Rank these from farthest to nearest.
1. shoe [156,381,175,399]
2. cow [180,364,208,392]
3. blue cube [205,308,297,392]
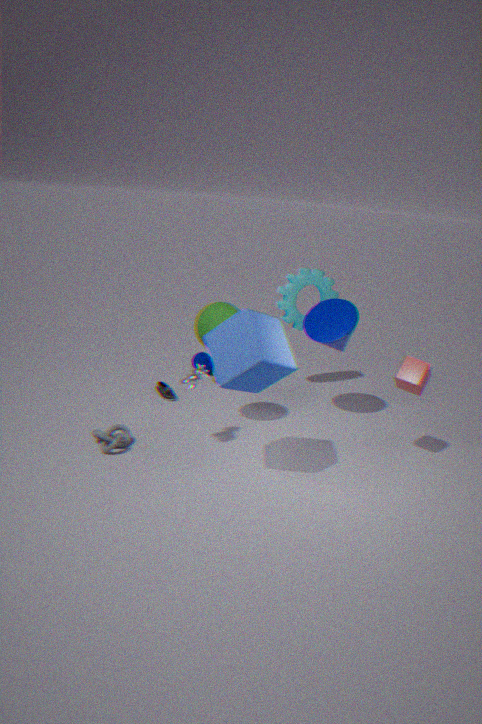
1. shoe [156,381,175,399]
2. cow [180,364,208,392]
3. blue cube [205,308,297,392]
